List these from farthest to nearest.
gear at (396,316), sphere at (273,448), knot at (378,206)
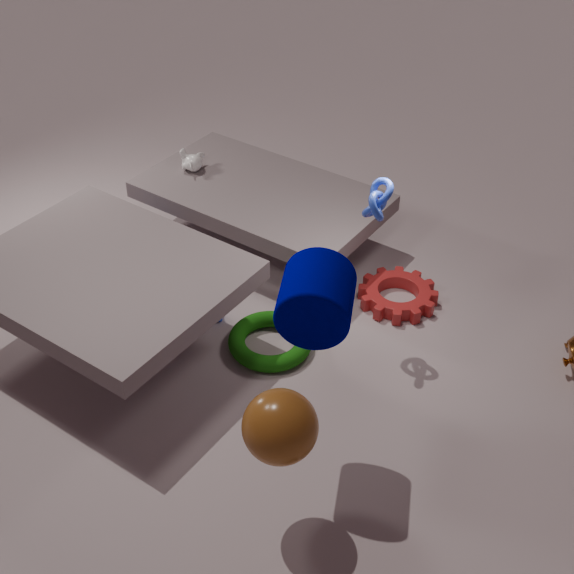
gear at (396,316)
knot at (378,206)
sphere at (273,448)
